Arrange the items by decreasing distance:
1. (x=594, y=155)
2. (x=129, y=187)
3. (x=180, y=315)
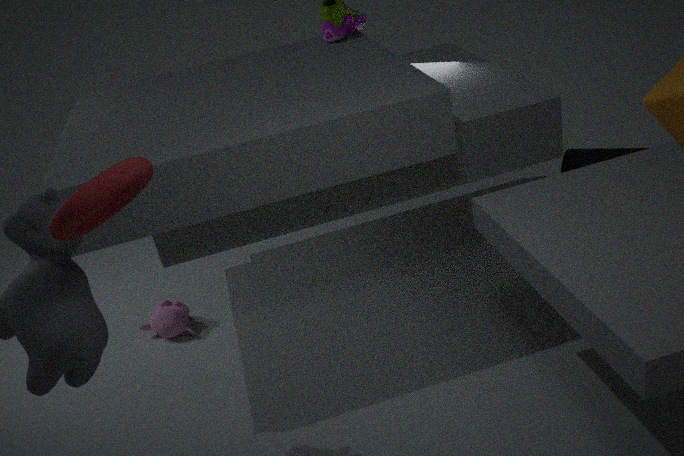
(x=594, y=155) < (x=180, y=315) < (x=129, y=187)
